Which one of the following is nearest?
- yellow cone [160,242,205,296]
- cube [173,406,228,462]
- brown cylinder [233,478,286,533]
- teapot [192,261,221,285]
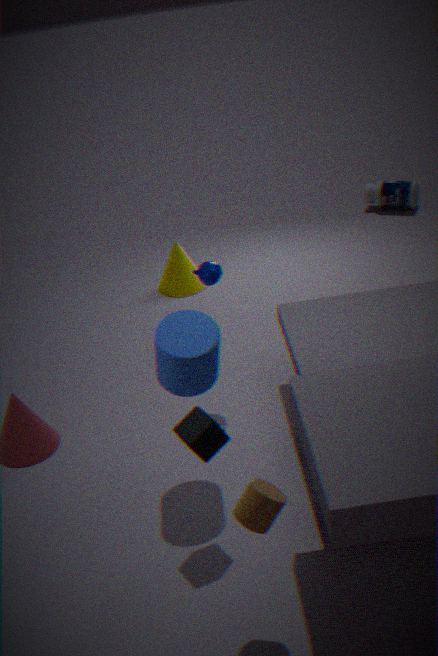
brown cylinder [233,478,286,533]
